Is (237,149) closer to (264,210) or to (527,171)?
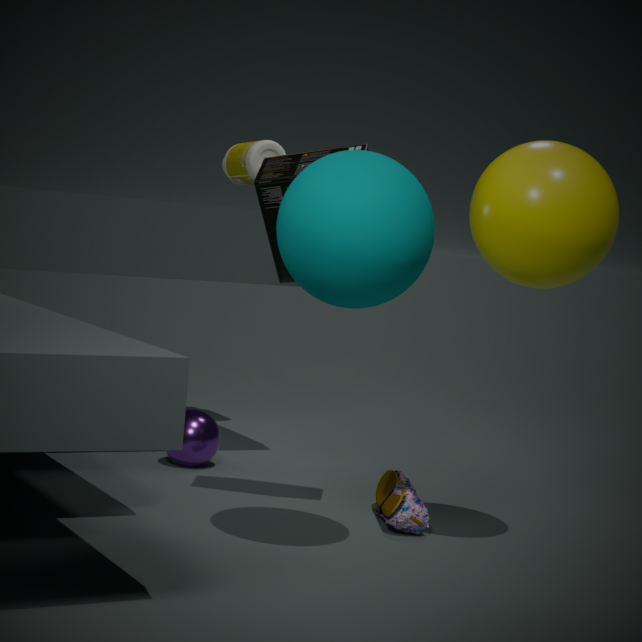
(264,210)
